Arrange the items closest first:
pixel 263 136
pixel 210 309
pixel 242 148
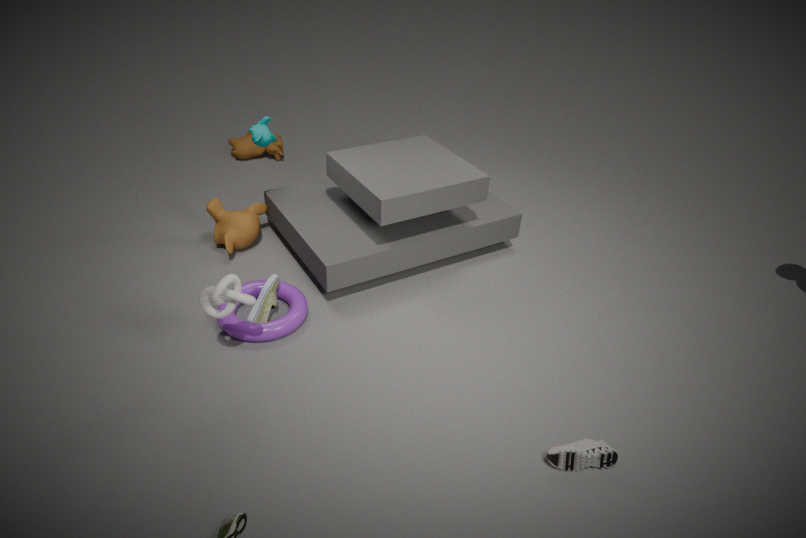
pixel 210 309 < pixel 263 136 < pixel 242 148
